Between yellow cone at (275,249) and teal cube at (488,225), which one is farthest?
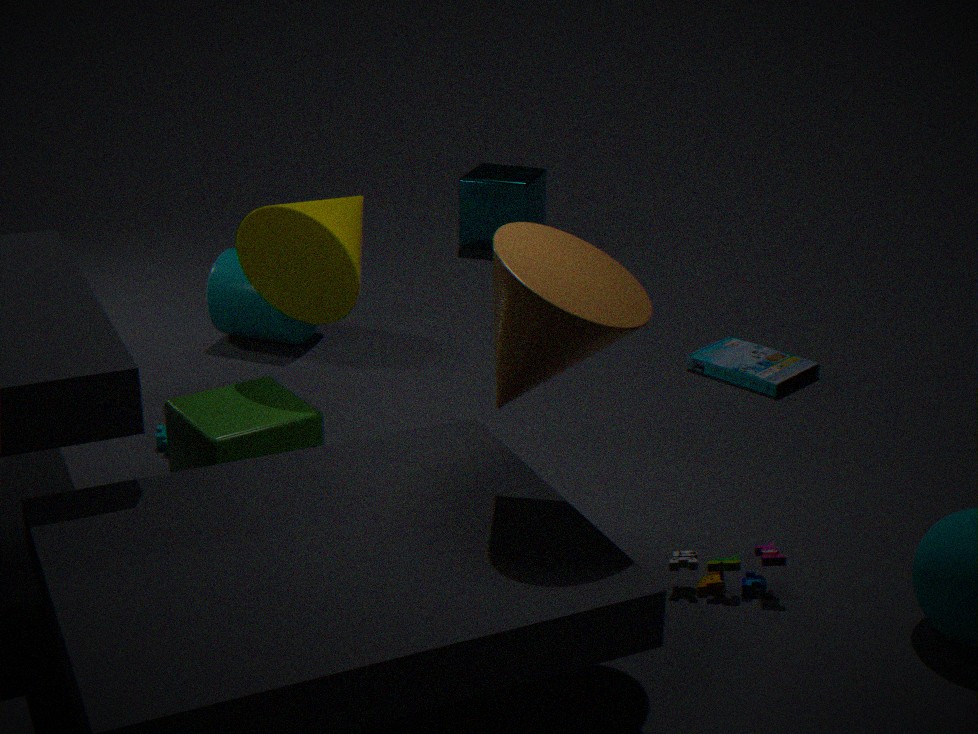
teal cube at (488,225)
